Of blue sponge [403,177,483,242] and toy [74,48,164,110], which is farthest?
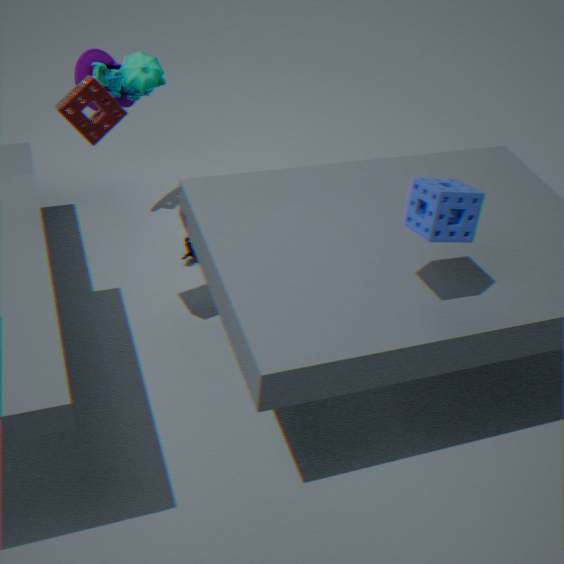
toy [74,48,164,110]
